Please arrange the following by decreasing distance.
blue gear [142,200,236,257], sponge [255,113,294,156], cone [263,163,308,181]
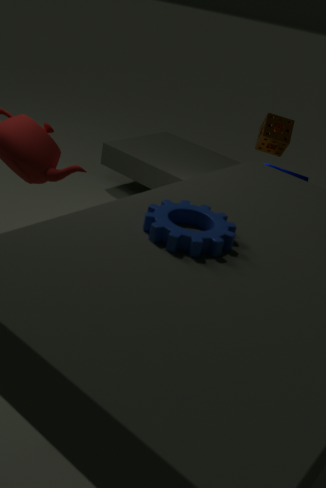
sponge [255,113,294,156] → cone [263,163,308,181] → blue gear [142,200,236,257]
